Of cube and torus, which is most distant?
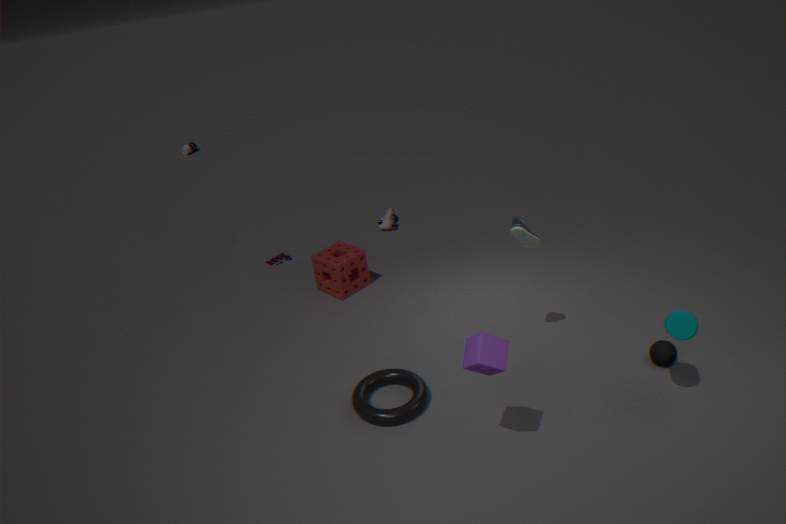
torus
